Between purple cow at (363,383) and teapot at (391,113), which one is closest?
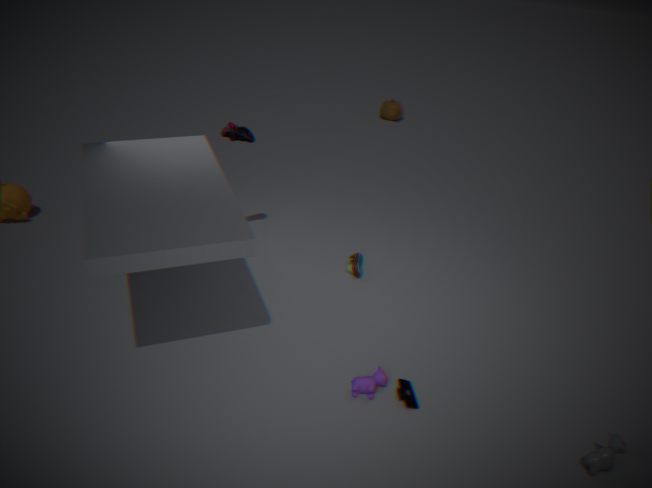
purple cow at (363,383)
